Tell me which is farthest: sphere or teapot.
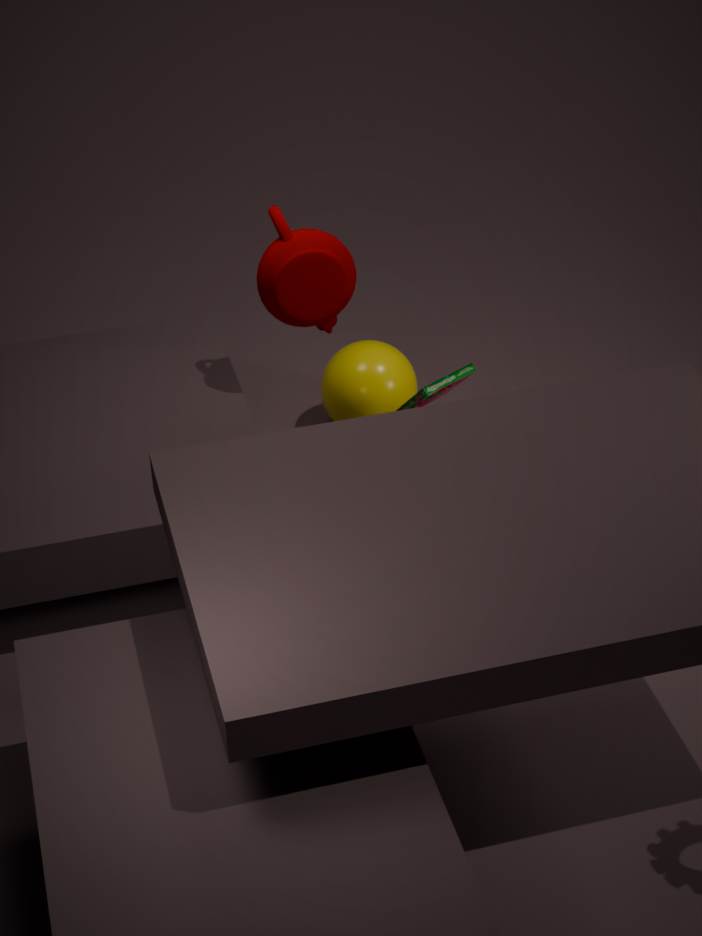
sphere
